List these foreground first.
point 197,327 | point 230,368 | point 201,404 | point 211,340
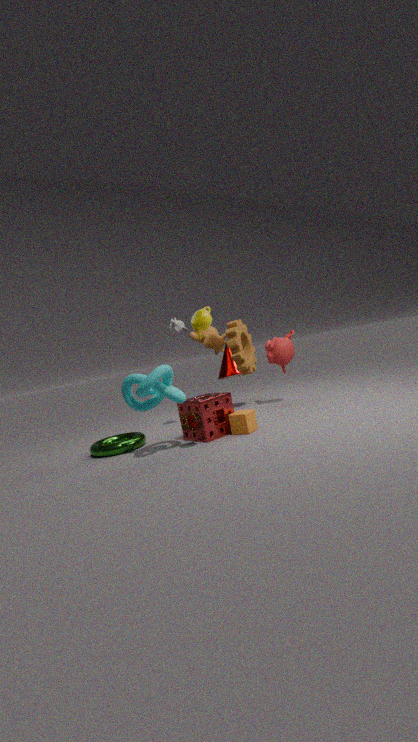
1. point 197,327
2. point 201,404
3. point 211,340
4. point 230,368
